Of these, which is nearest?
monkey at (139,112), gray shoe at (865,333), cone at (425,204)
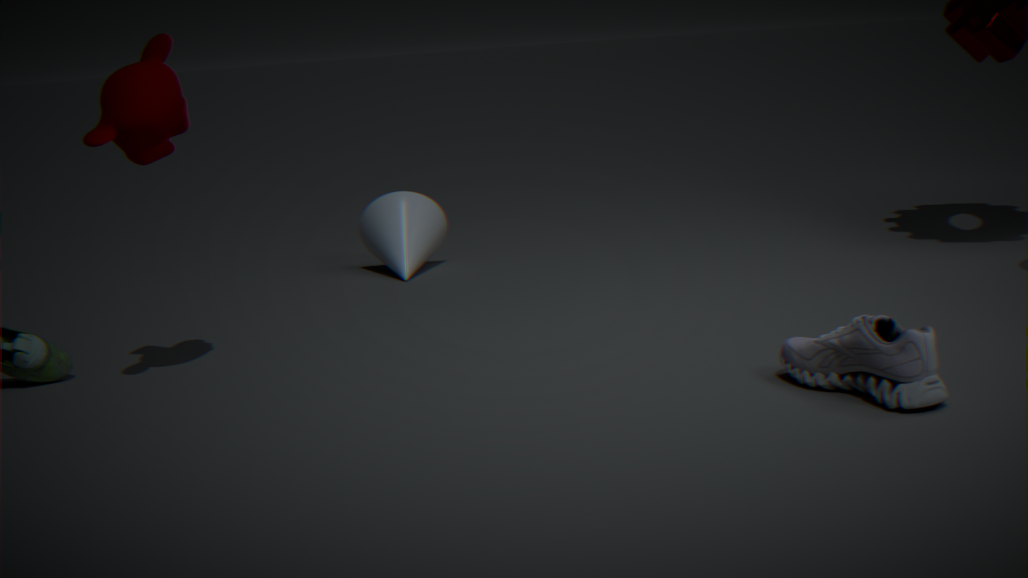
gray shoe at (865,333)
